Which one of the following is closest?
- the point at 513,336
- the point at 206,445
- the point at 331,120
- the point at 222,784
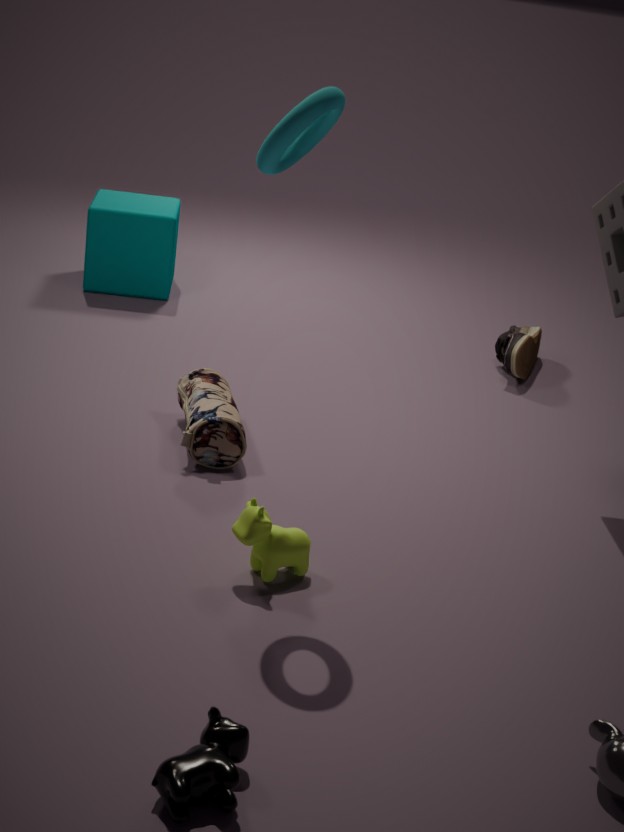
the point at 222,784
